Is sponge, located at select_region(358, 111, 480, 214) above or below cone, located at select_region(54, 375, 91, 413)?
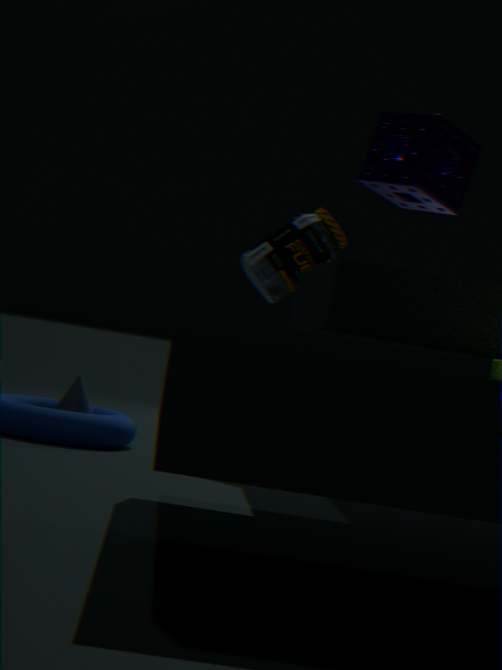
above
